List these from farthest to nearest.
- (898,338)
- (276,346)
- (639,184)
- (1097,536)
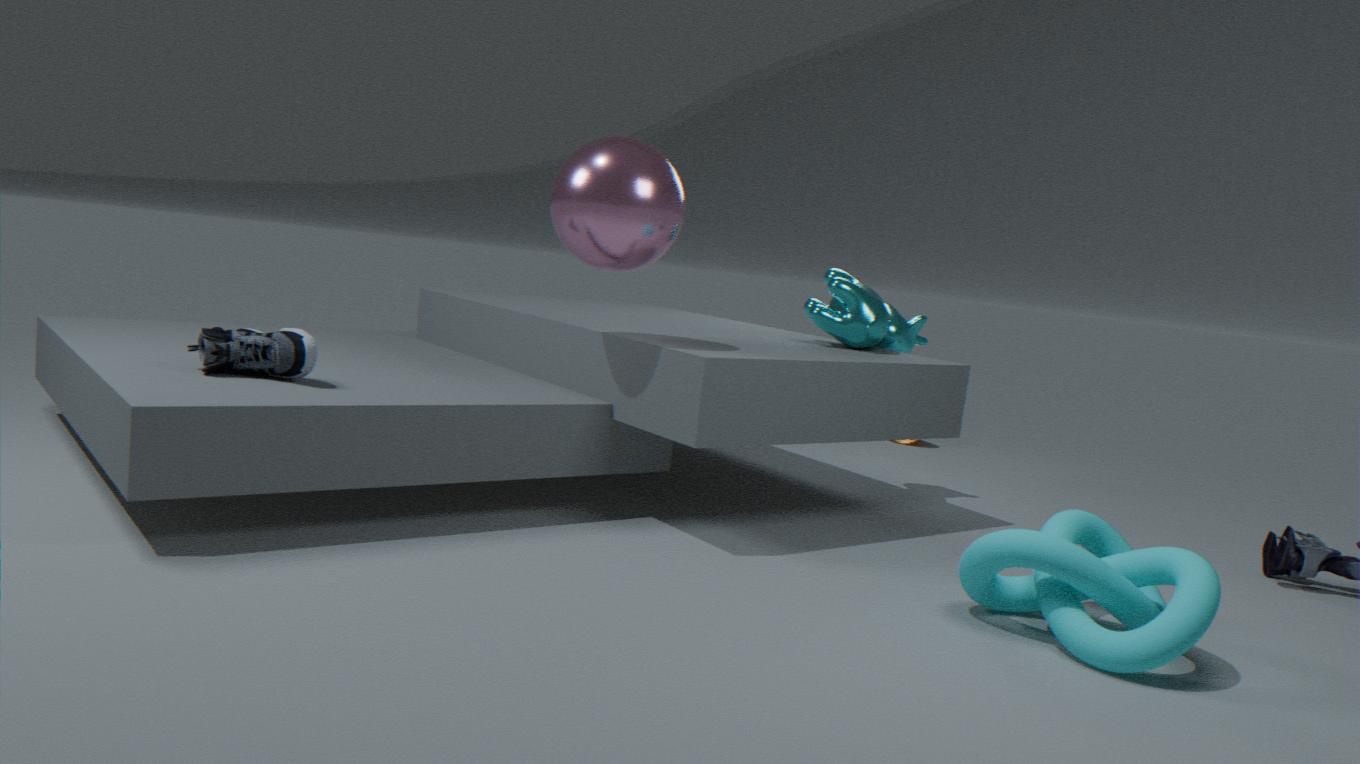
(898,338) < (276,346) < (639,184) < (1097,536)
